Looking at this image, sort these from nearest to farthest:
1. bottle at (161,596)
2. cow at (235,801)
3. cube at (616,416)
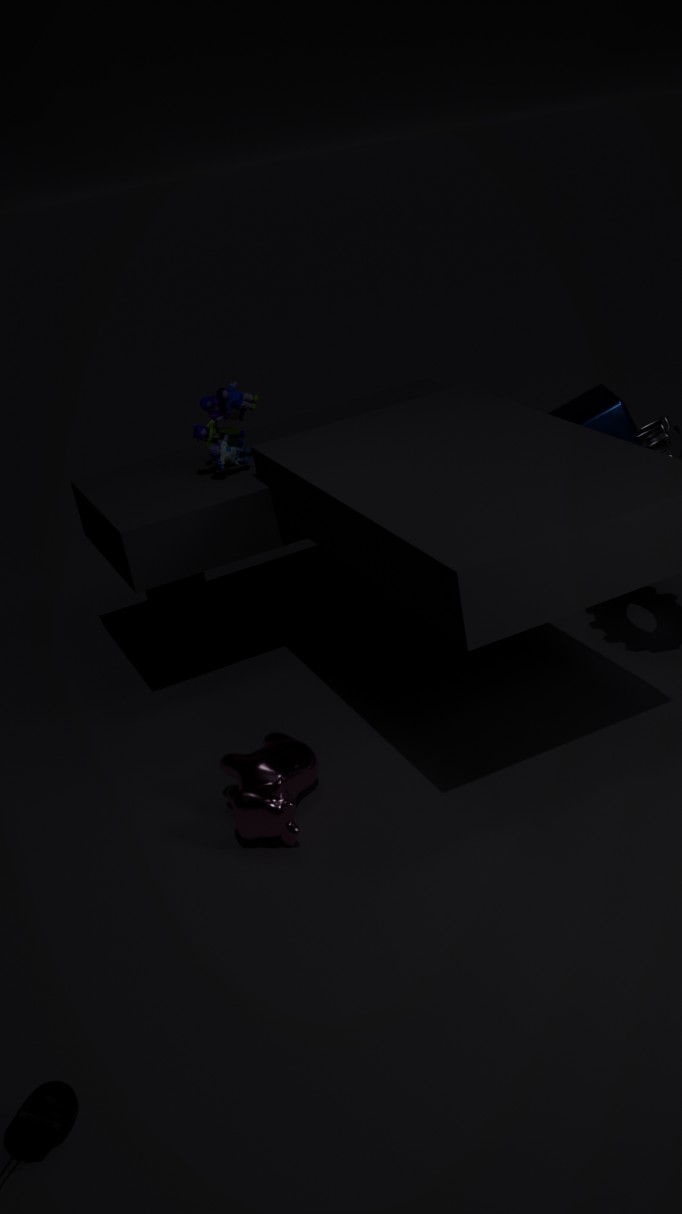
cow at (235,801), cube at (616,416), bottle at (161,596)
